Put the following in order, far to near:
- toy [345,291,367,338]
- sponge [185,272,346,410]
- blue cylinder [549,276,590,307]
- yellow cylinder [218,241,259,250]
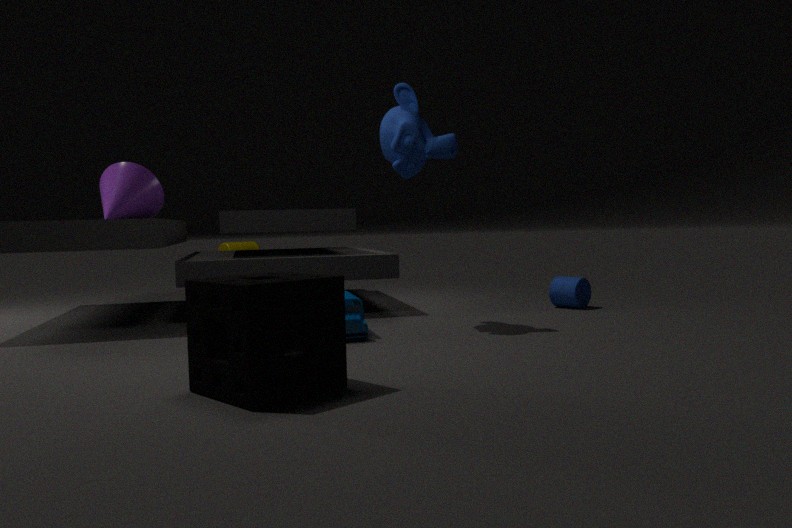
yellow cylinder [218,241,259,250] → blue cylinder [549,276,590,307] → toy [345,291,367,338] → sponge [185,272,346,410]
